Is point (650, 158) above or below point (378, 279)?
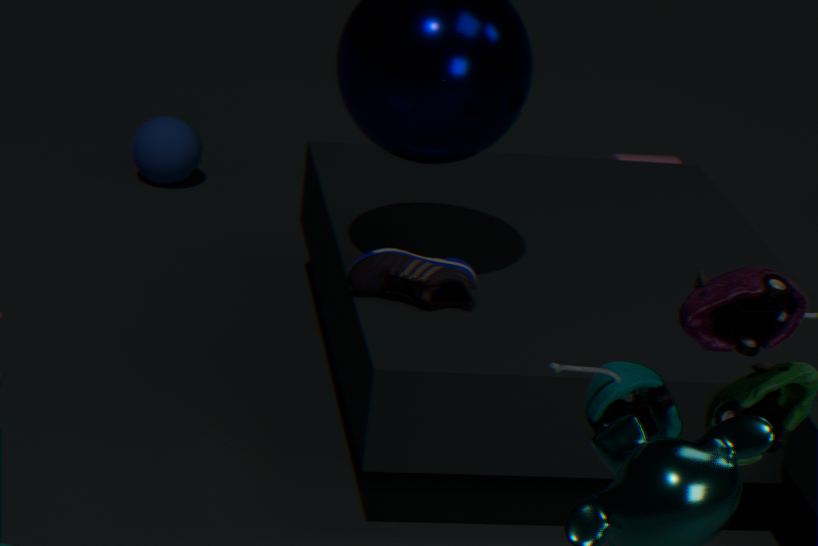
below
